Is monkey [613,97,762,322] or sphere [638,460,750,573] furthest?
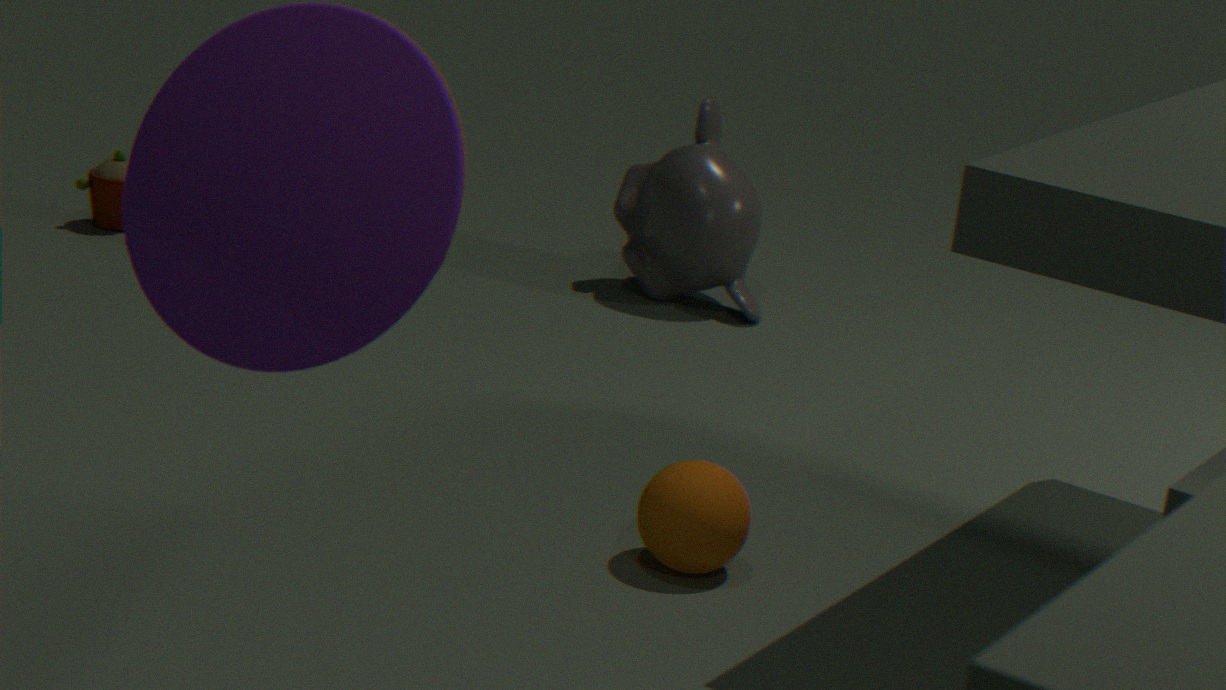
monkey [613,97,762,322]
